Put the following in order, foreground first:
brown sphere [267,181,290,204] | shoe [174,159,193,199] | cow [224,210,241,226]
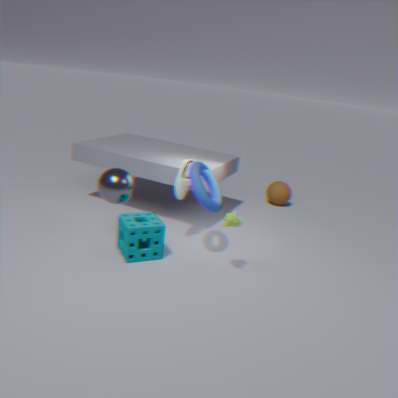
cow [224,210,241,226] → shoe [174,159,193,199] → brown sphere [267,181,290,204]
